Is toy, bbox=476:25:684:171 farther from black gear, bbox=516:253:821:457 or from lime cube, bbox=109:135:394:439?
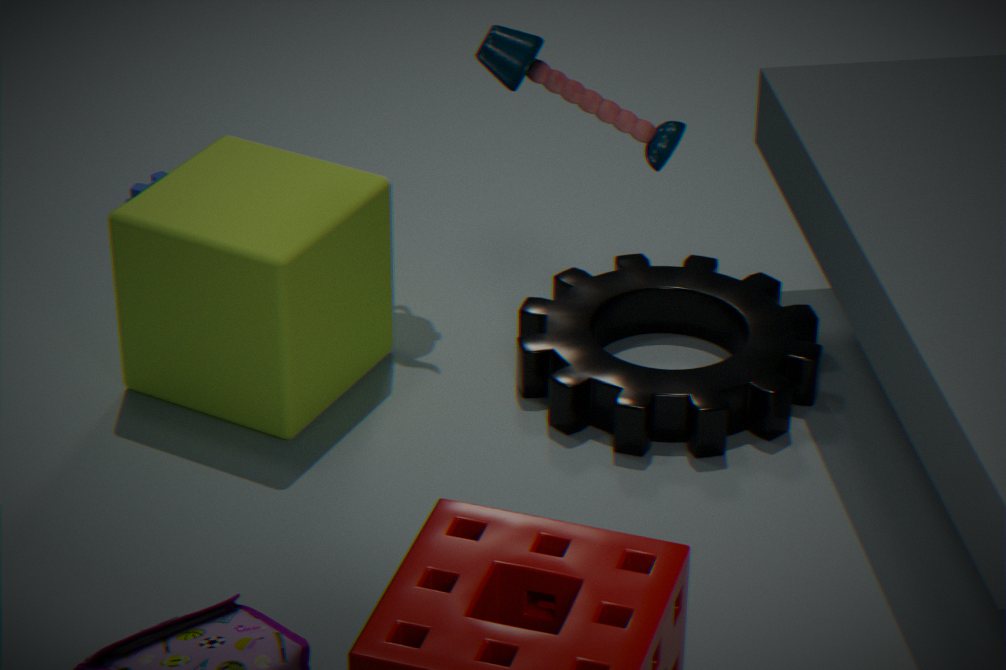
black gear, bbox=516:253:821:457
